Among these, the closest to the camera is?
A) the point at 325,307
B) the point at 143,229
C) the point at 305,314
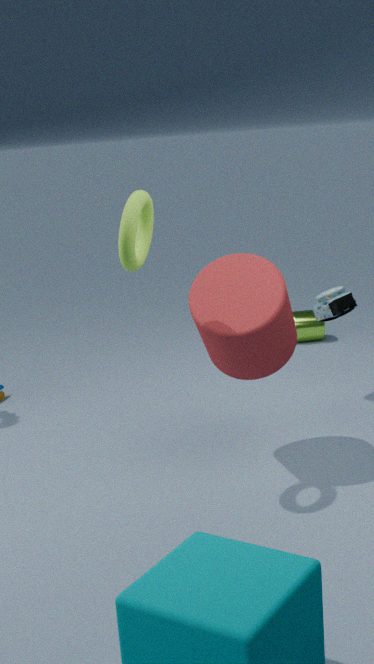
the point at 143,229
